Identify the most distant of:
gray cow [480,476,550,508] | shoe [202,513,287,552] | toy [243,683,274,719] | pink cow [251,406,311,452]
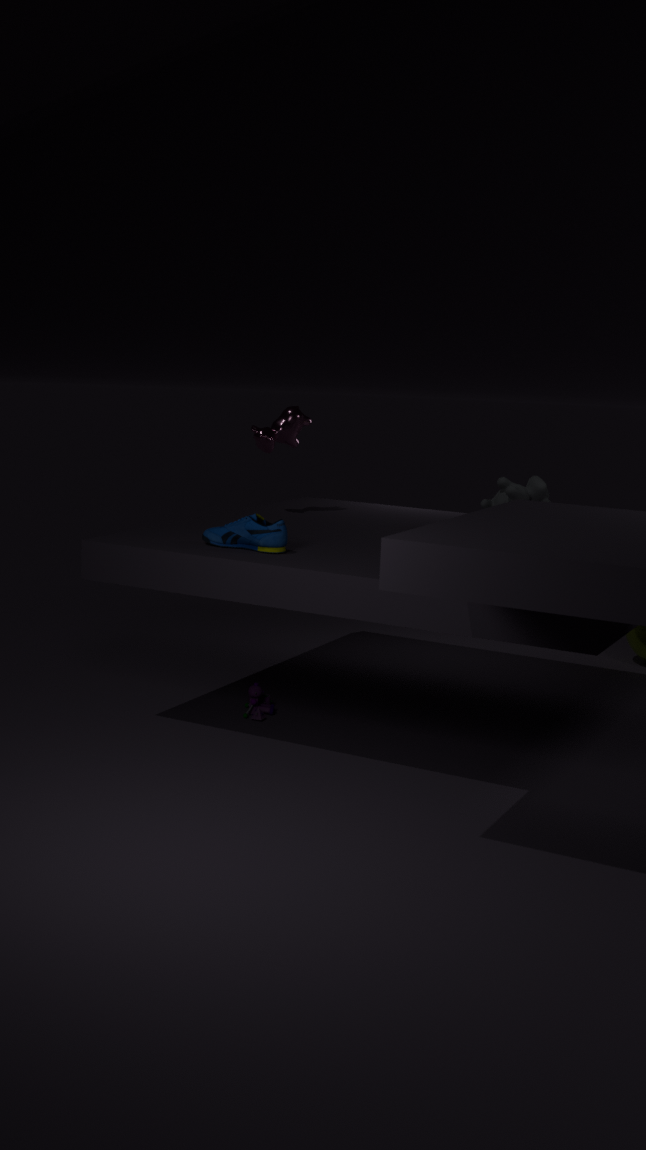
pink cow [251,406,311,452]
